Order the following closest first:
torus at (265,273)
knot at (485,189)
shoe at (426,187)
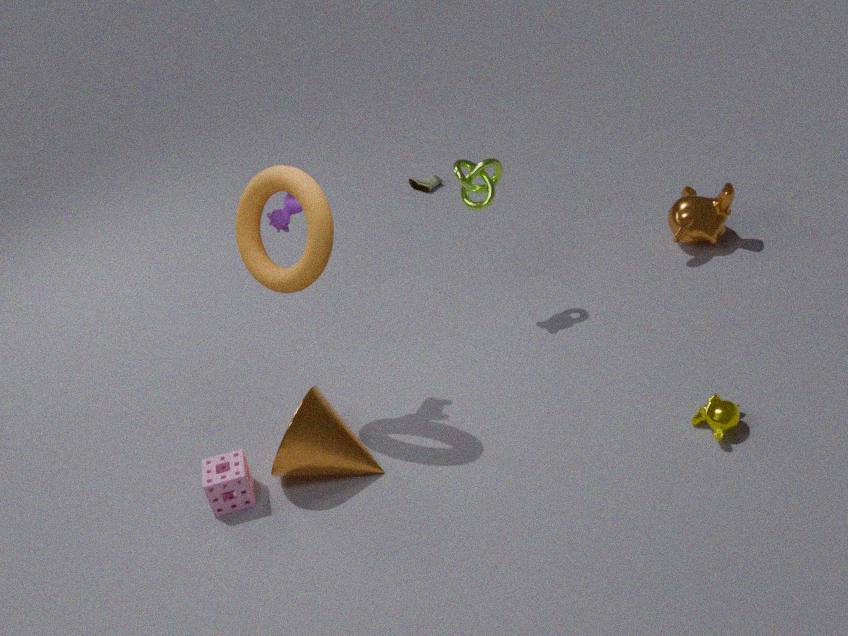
torus at (265,273)
knot at (485,189)
shoe at (426,187)
